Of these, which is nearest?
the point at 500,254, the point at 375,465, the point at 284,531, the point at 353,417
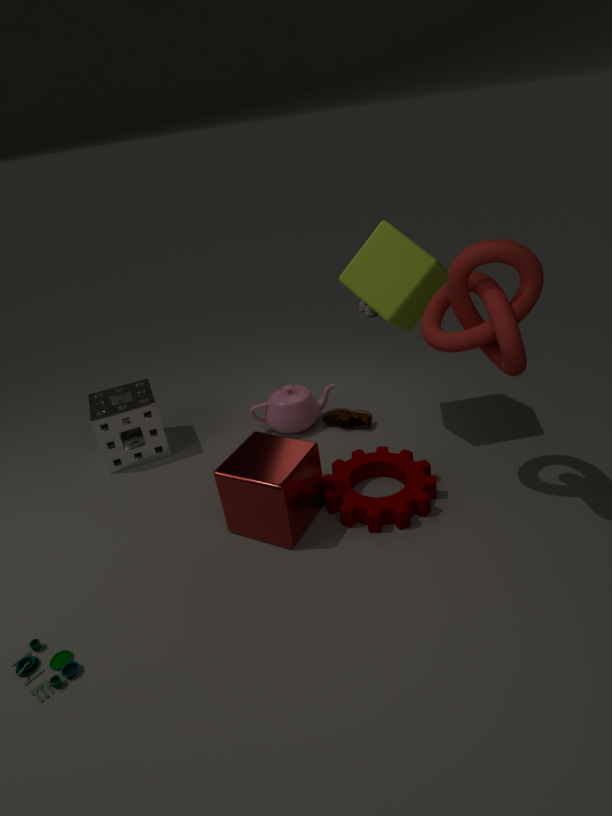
the point at 500,254
